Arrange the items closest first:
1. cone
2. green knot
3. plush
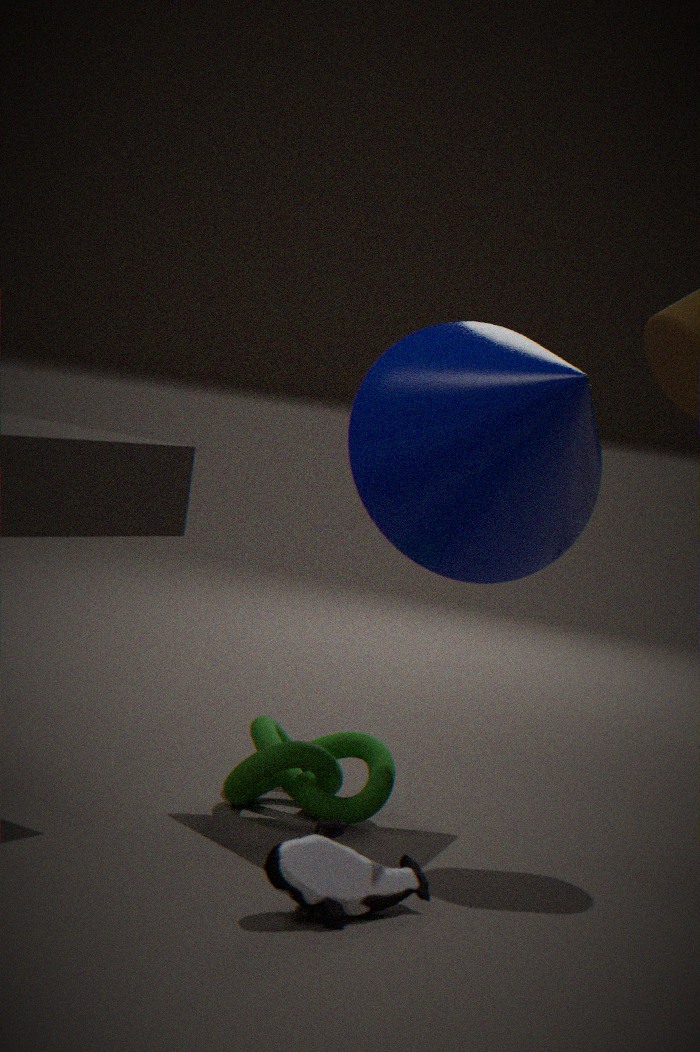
plush < cone < green knot
